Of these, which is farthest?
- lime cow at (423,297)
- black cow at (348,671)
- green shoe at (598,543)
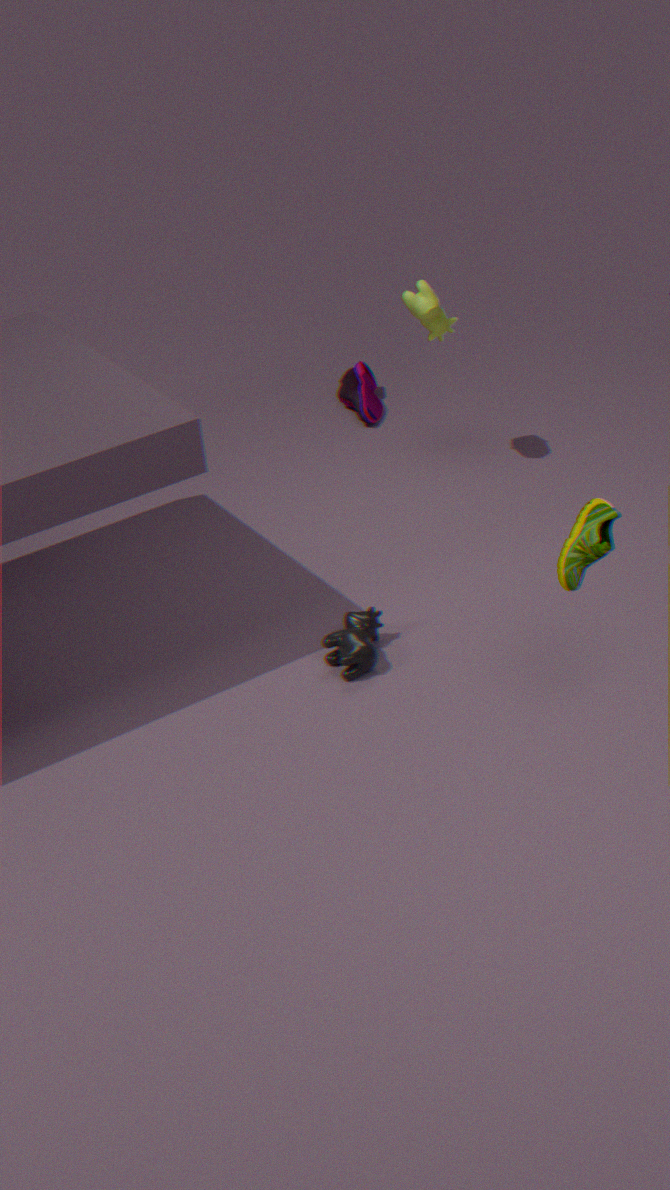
lime cow at (423,297)
